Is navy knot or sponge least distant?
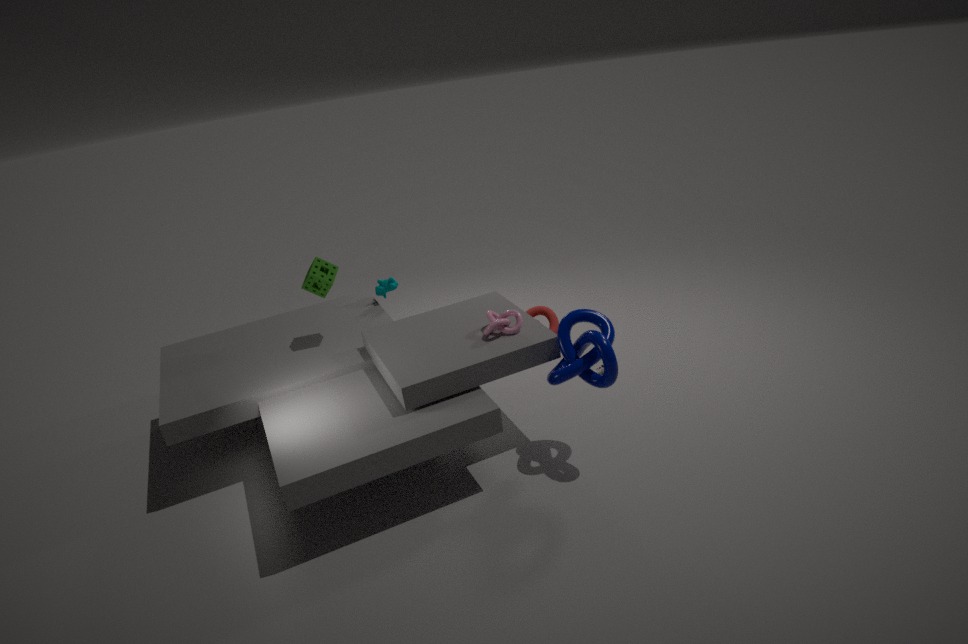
navy knot
